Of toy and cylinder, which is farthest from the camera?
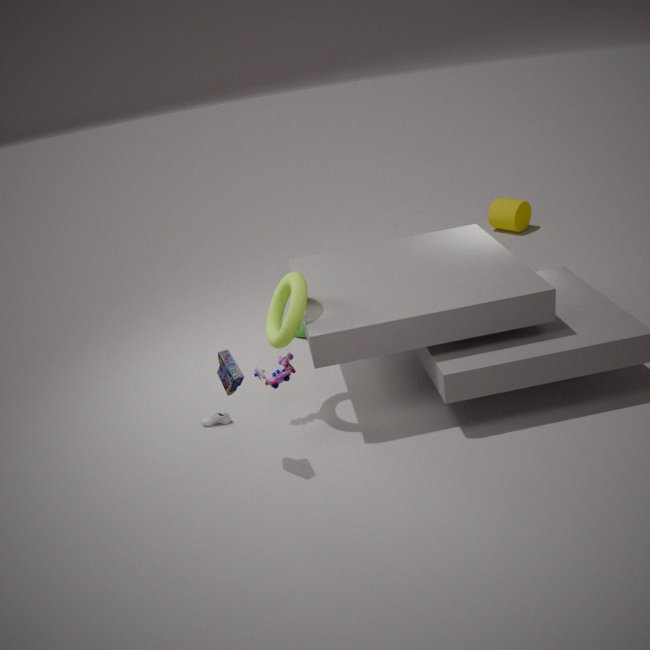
cylinder
